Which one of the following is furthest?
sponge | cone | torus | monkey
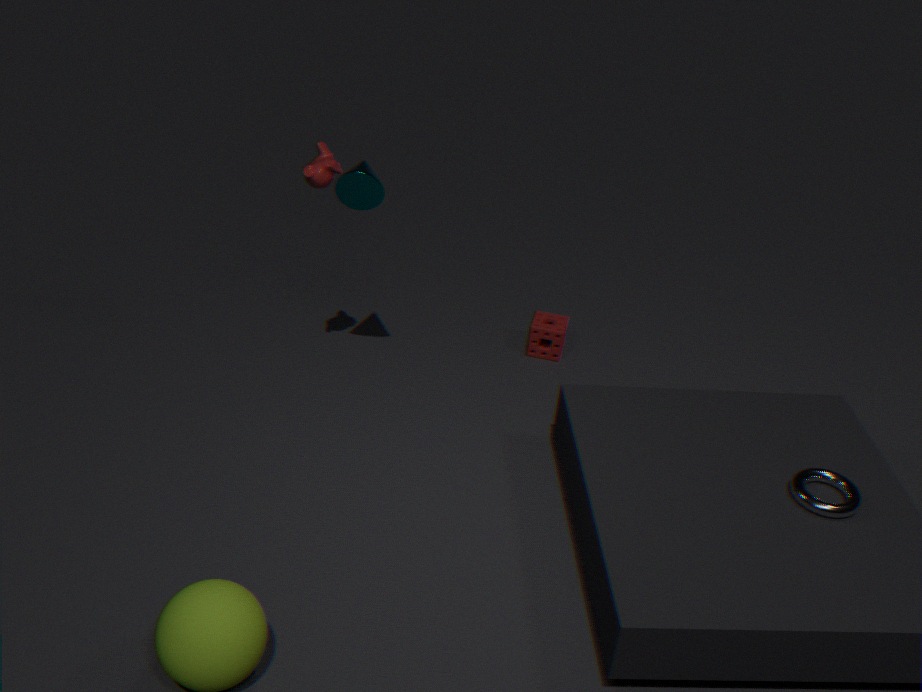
sponge
